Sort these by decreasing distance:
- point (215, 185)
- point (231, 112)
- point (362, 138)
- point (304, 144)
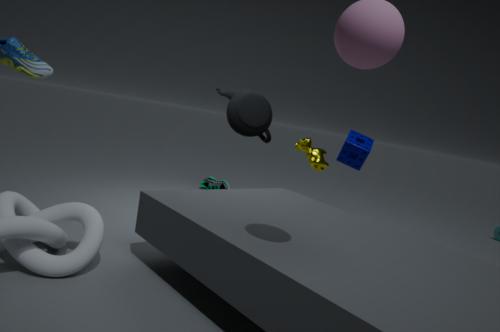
point (215, 185)
point (362, 138)
point (231, 112)
point (304, 144)
